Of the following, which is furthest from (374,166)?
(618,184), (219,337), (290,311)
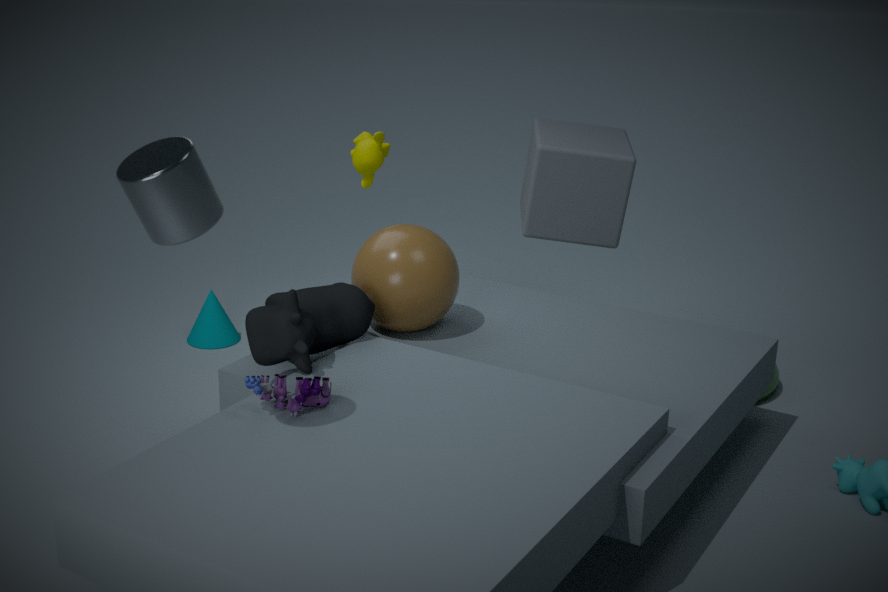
(290,311)
